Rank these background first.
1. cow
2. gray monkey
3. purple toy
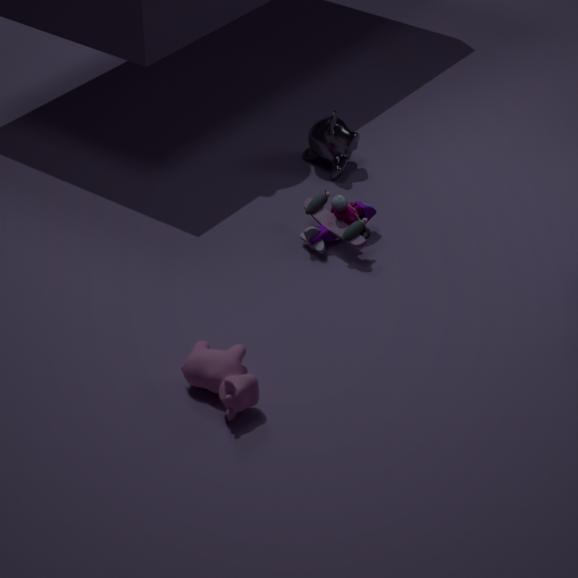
gray monkey → purple toy → cow
